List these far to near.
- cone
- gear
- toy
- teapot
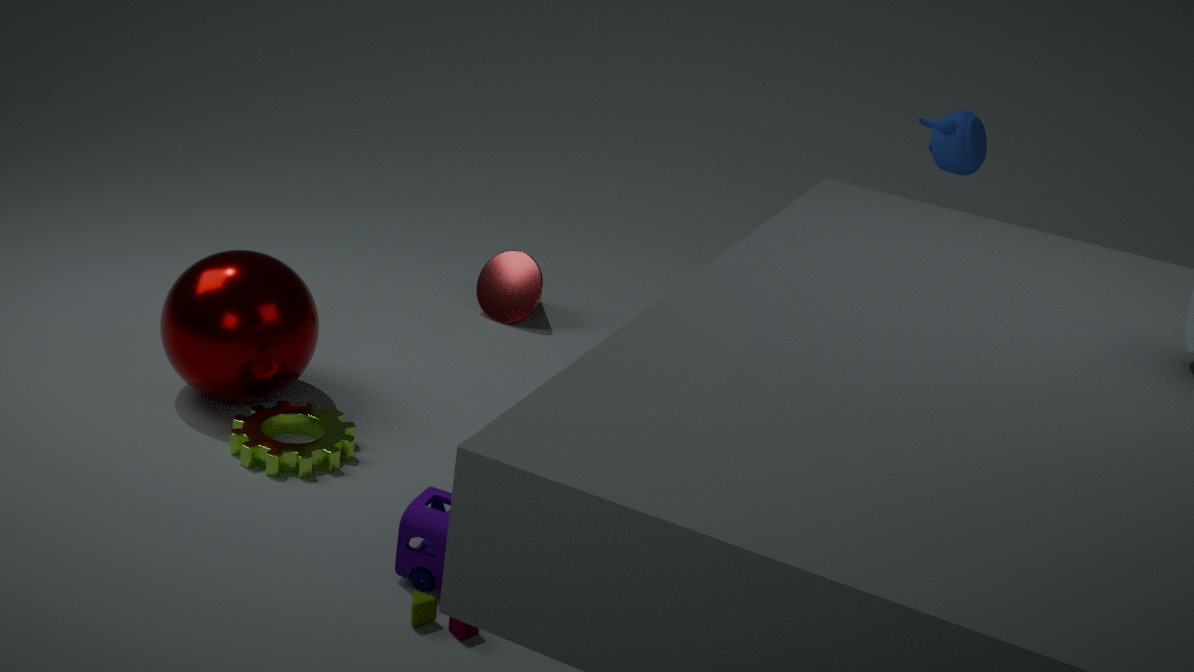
cone < teapot < gear < toy
